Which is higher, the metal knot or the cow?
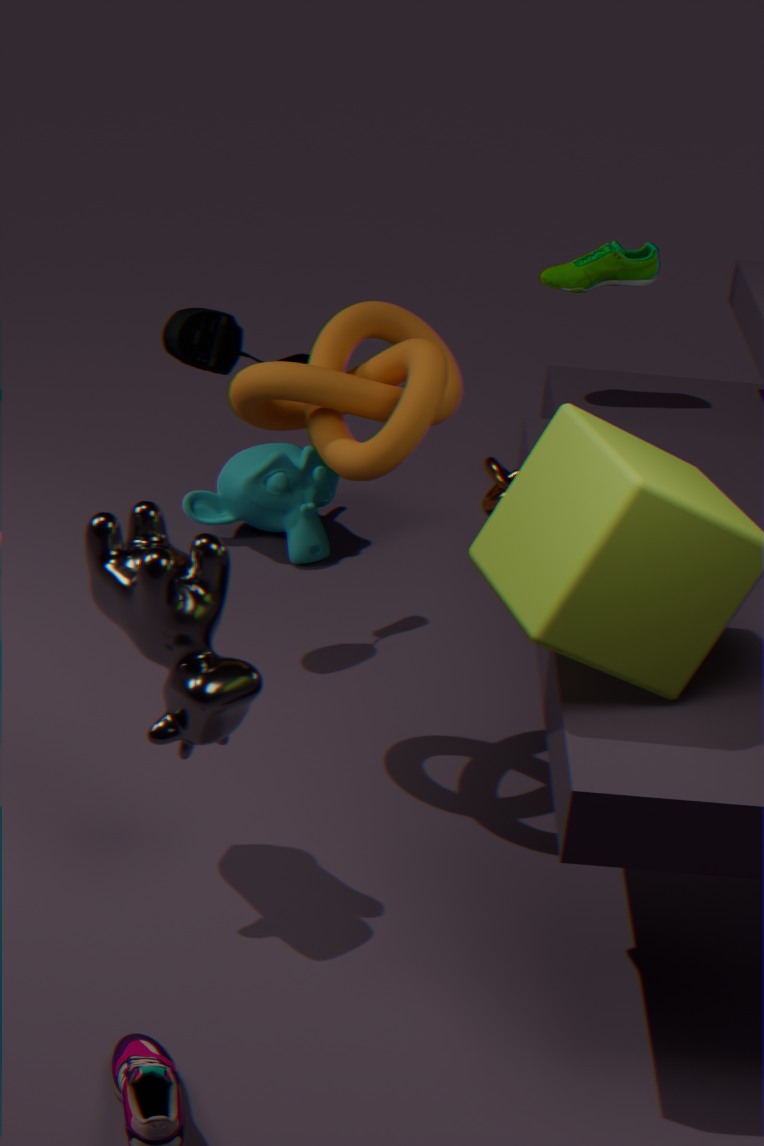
the cow
